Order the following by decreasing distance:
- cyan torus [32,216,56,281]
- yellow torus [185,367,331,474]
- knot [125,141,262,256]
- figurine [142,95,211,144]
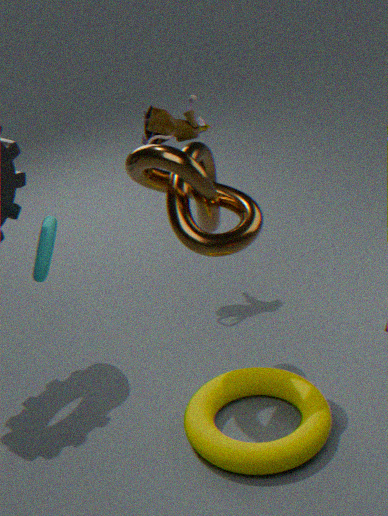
figurine [142,95,211,144] → cyan torus [32,216,56,281] → yellow torus [185,367,331,474] → knot [125,141,262,256]
